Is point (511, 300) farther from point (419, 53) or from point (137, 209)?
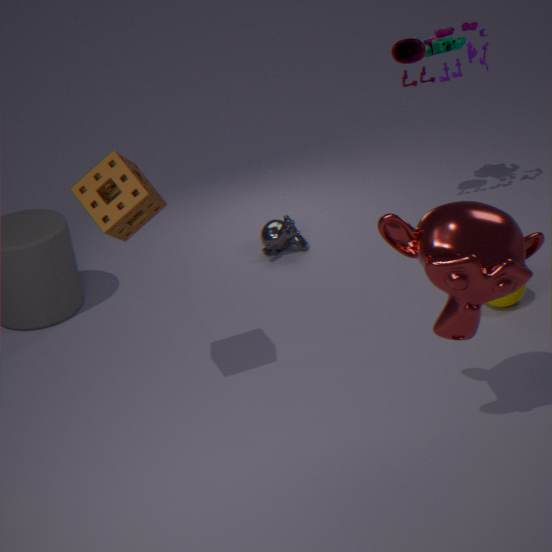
point (137, 209)
